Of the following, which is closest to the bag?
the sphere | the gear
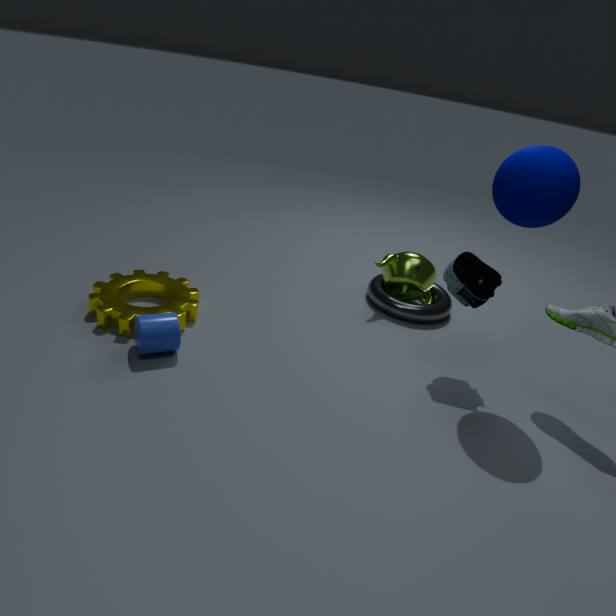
the sphere
